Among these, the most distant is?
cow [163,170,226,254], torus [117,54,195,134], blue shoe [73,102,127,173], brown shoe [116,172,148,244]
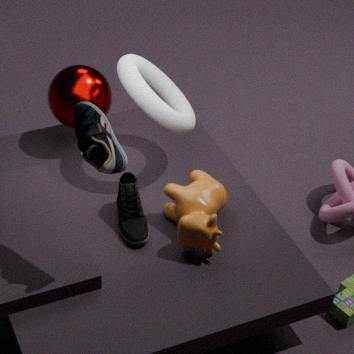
torus [117,54,195,134]
